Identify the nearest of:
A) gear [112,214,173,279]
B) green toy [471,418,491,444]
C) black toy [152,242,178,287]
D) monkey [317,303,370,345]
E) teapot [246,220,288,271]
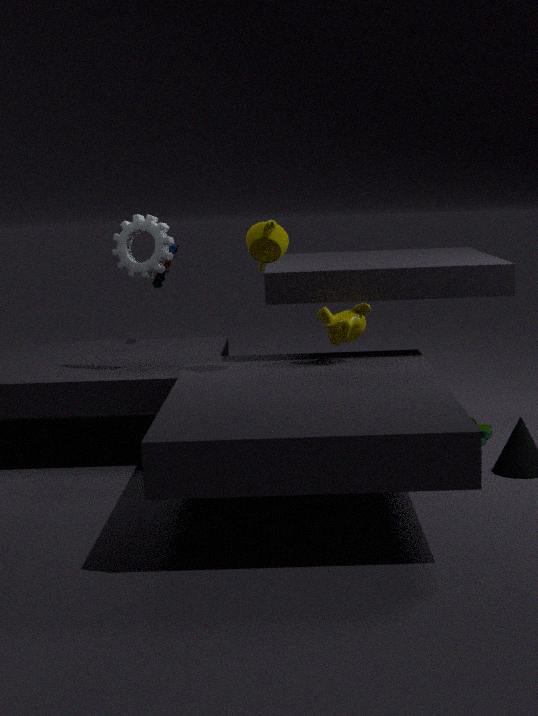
teapot [246,220,288,271]
